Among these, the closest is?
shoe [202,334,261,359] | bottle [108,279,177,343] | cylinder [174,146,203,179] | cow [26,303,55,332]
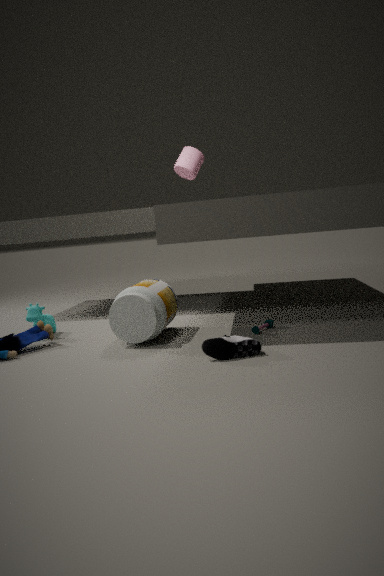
shoe [202,334,261,359]
